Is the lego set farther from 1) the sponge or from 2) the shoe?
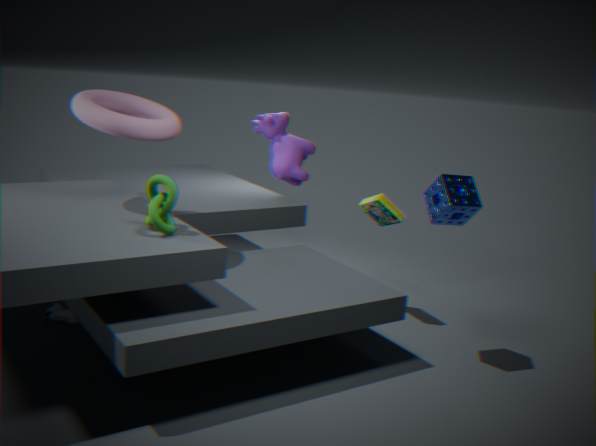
2) the shoe
